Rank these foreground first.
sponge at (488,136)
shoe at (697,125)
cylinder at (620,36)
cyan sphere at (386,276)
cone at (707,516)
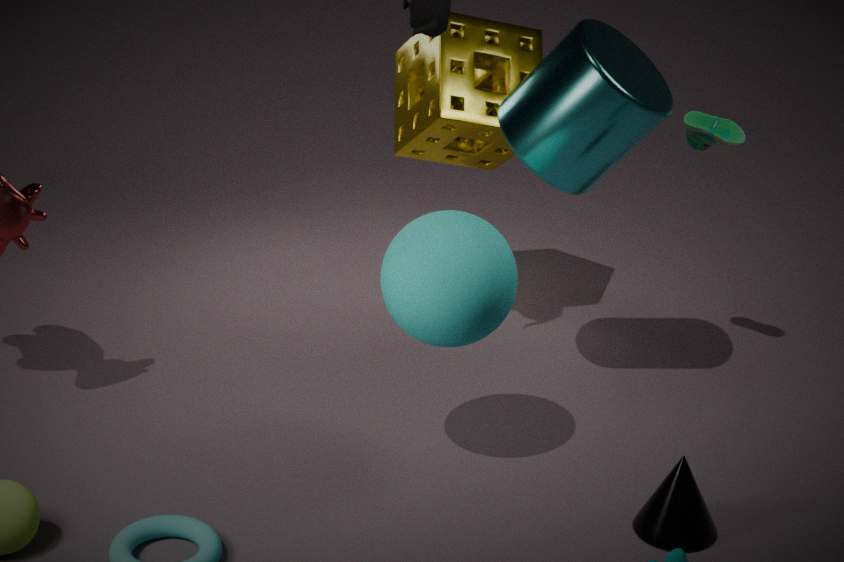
cone at (707,516) → cyan sphere at (386,276) → cylinder at (620,36) → shoe at (697,125) → sponge at (488,136)
